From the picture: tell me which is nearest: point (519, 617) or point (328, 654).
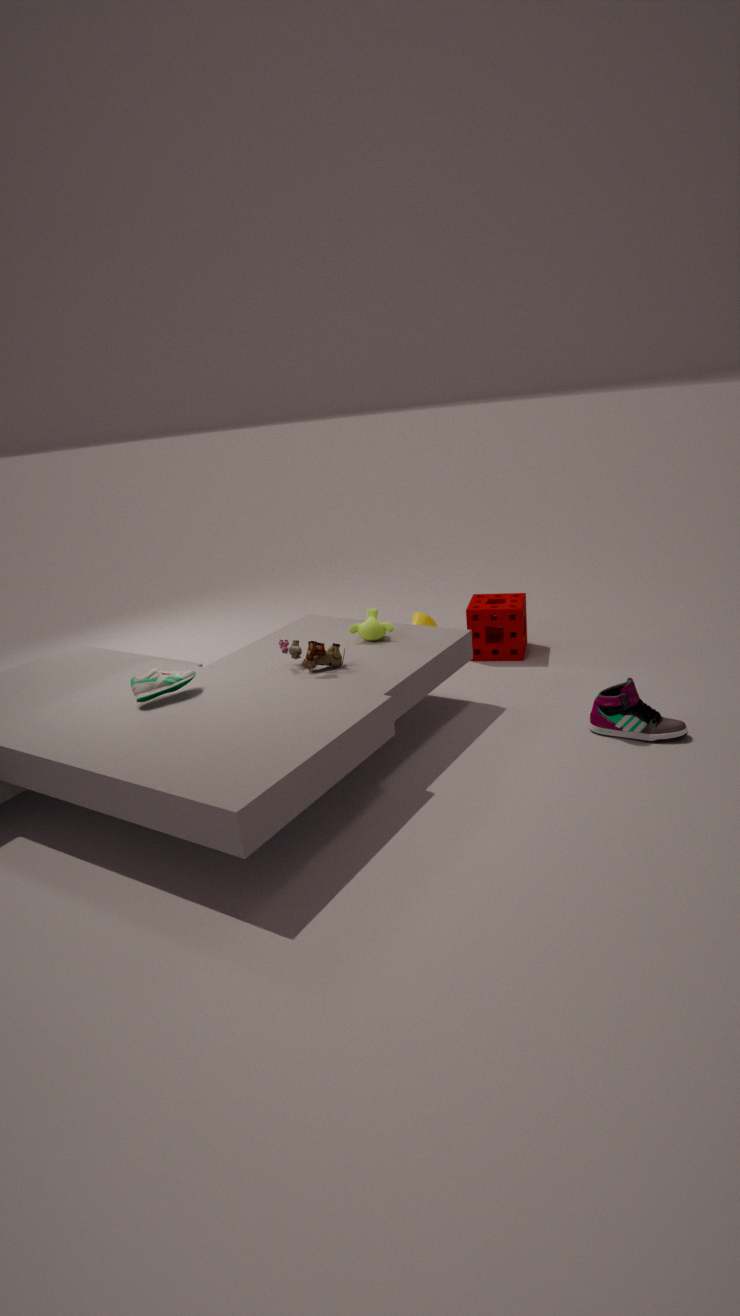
point (328, 654)
